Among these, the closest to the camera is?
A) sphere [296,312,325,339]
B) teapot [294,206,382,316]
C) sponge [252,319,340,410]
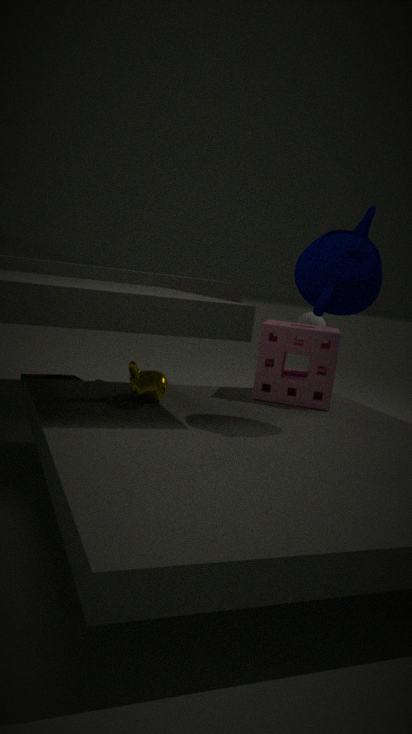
teapot [294,206,382,316]
